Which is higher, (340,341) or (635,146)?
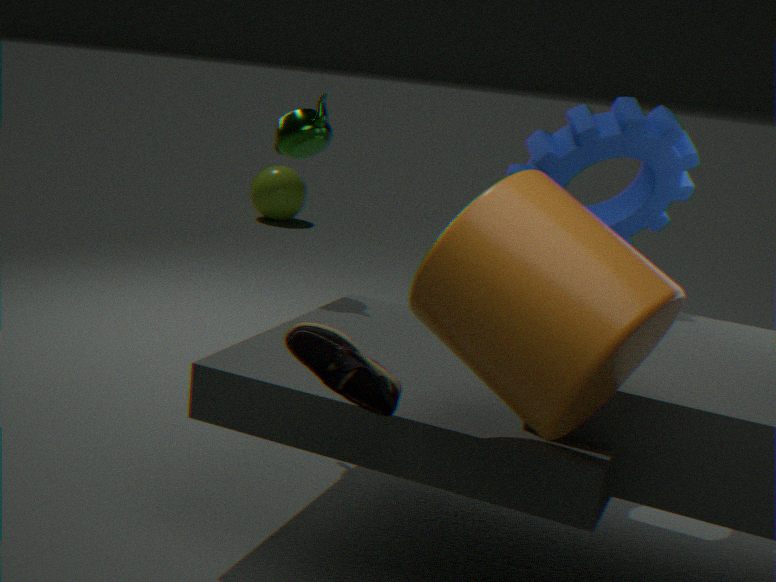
(635,146)
